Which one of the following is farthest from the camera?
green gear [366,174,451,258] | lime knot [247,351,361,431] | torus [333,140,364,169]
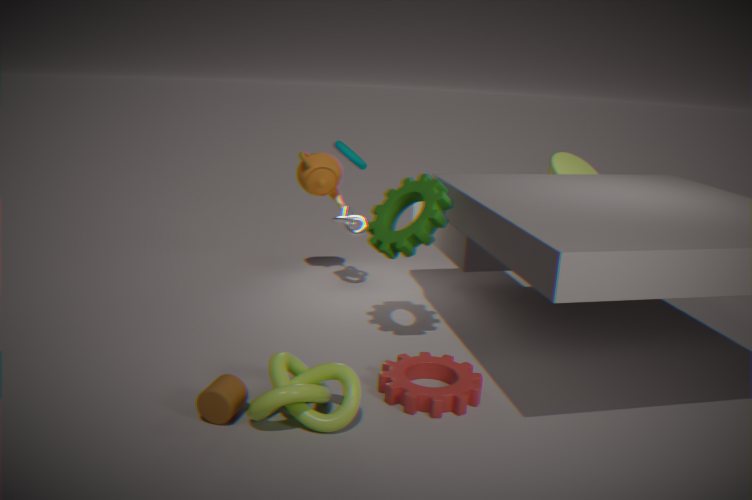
torus [333,140,364,169]
